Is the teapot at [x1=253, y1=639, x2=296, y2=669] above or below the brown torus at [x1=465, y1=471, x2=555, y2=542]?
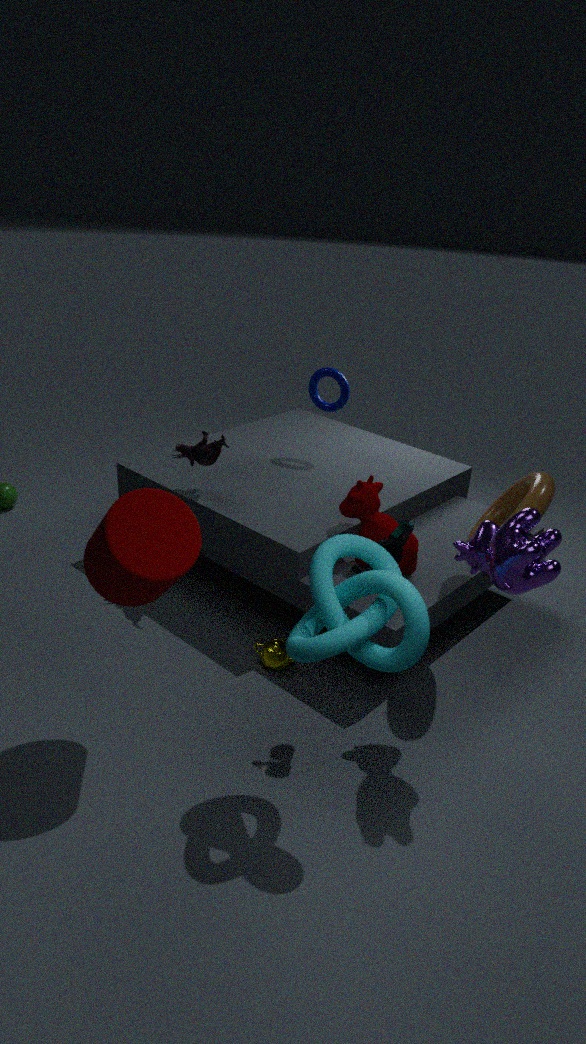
below
